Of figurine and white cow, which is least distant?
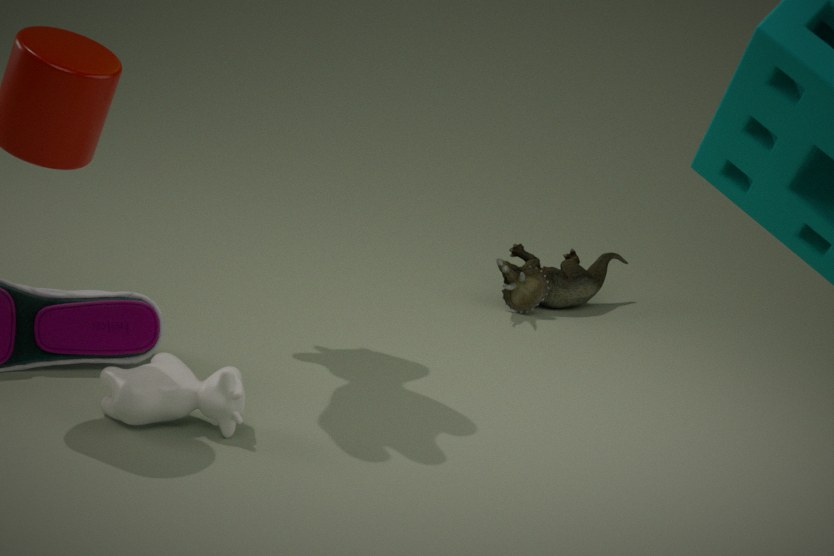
white cow
